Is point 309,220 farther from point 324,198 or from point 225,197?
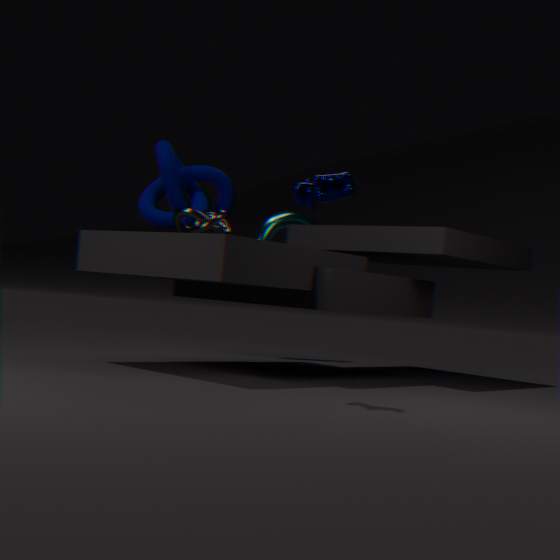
point 324,198
